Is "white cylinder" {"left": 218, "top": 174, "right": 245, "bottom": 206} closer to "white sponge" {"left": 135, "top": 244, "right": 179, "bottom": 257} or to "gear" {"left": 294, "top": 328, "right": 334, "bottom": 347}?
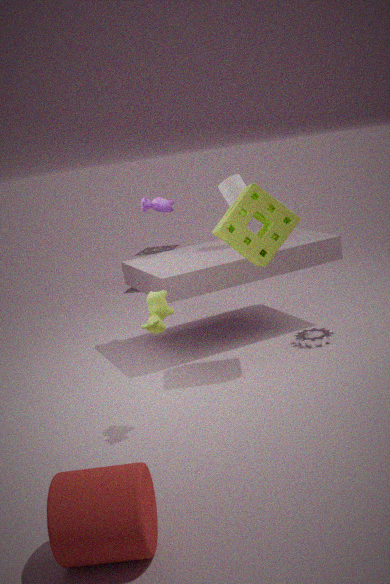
"gear" {"left": 294, "top": 328, "right": 334, "bottom": 347}
